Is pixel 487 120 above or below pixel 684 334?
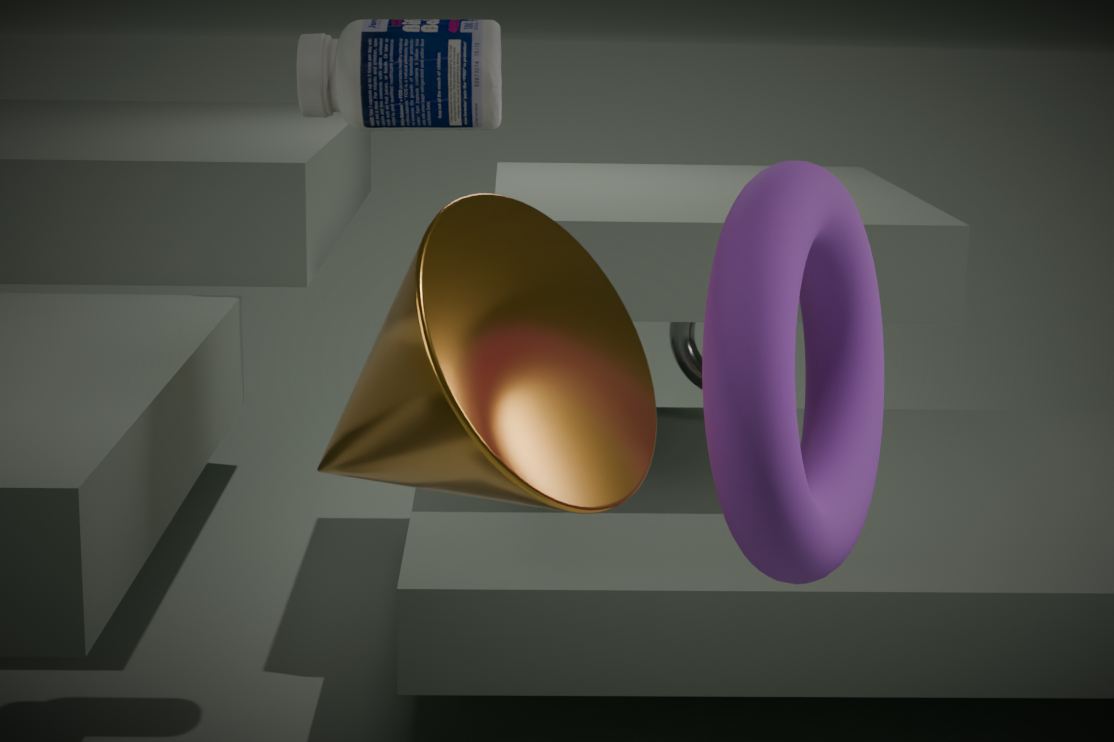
above
